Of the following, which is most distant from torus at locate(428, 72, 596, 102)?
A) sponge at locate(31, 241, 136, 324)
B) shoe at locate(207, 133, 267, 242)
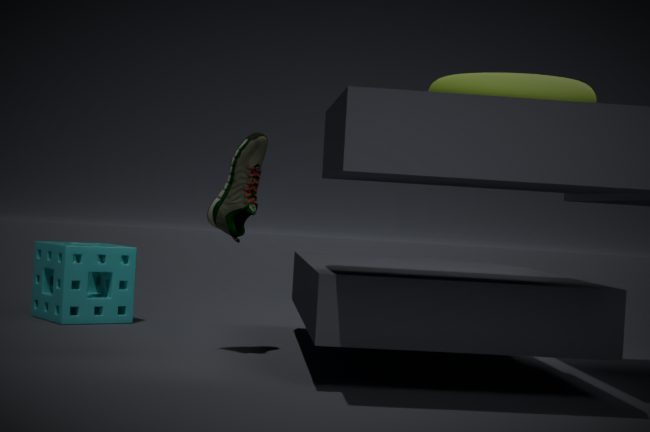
sponge at locate(31, 241, 136, 324)
